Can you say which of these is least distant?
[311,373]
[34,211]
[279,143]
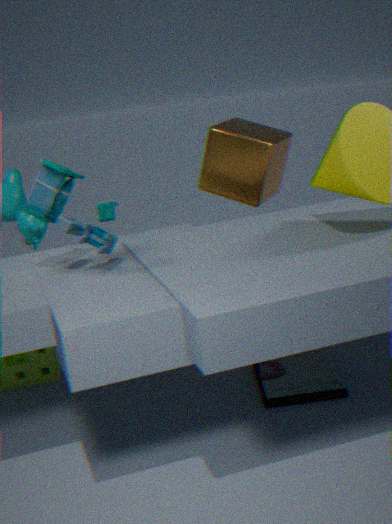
[34,211]
